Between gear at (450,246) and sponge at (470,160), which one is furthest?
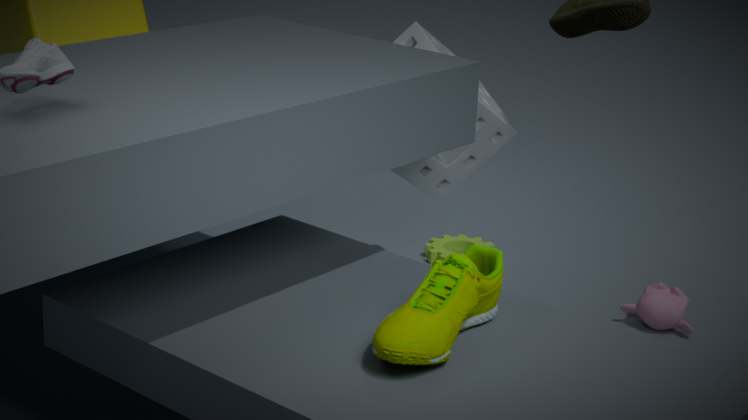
gear at (450,246)
